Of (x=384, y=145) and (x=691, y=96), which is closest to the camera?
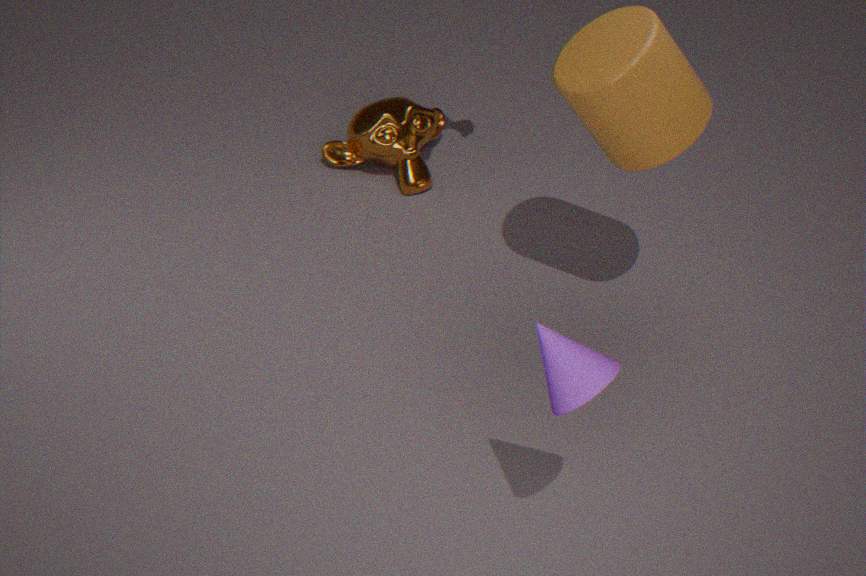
(x=691, y=96)
